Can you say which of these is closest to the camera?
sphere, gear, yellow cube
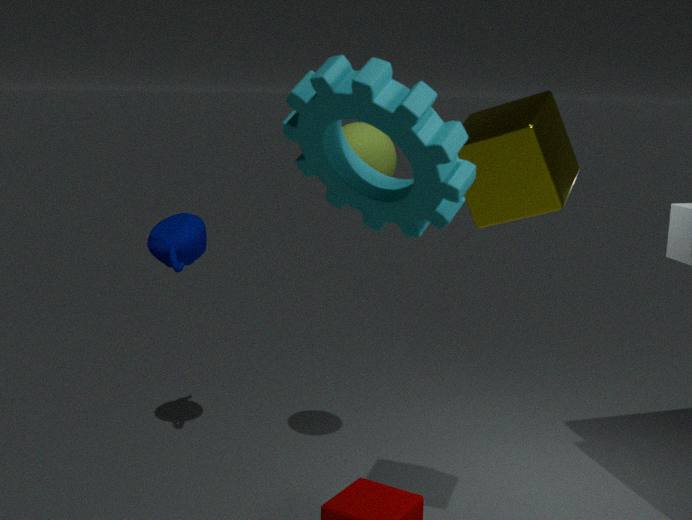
gear
